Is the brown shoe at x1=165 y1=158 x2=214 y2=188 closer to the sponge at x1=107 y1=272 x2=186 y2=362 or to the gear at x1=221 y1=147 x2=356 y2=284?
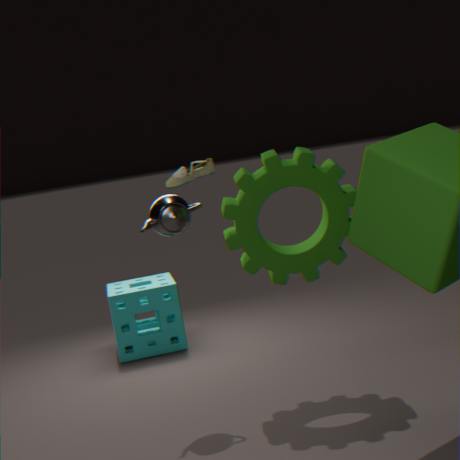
the gear at x1=221 y1=147 x2=356 y2=284
